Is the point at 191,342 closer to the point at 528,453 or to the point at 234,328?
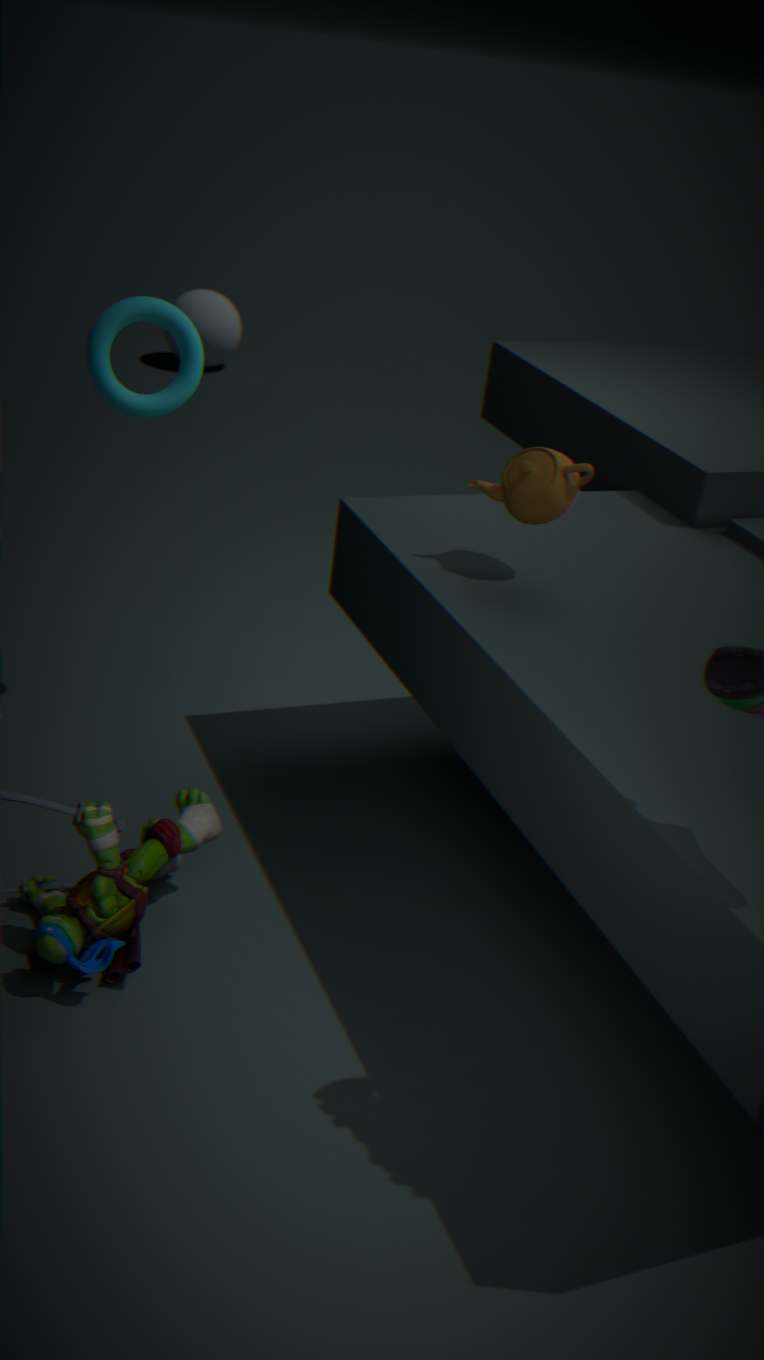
the point at 528,453
